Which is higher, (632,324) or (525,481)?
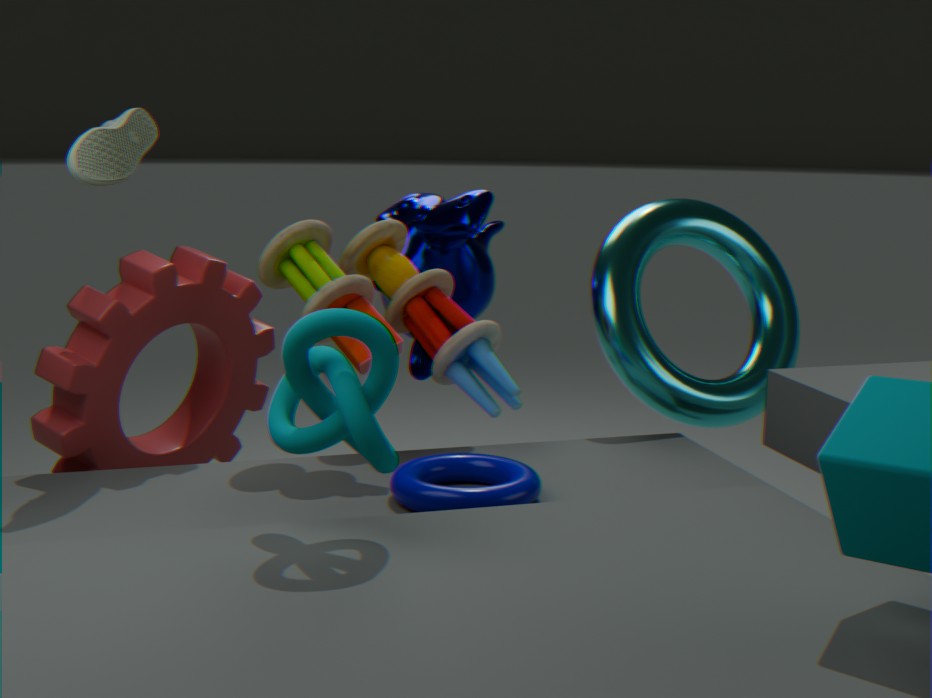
(632,324)
